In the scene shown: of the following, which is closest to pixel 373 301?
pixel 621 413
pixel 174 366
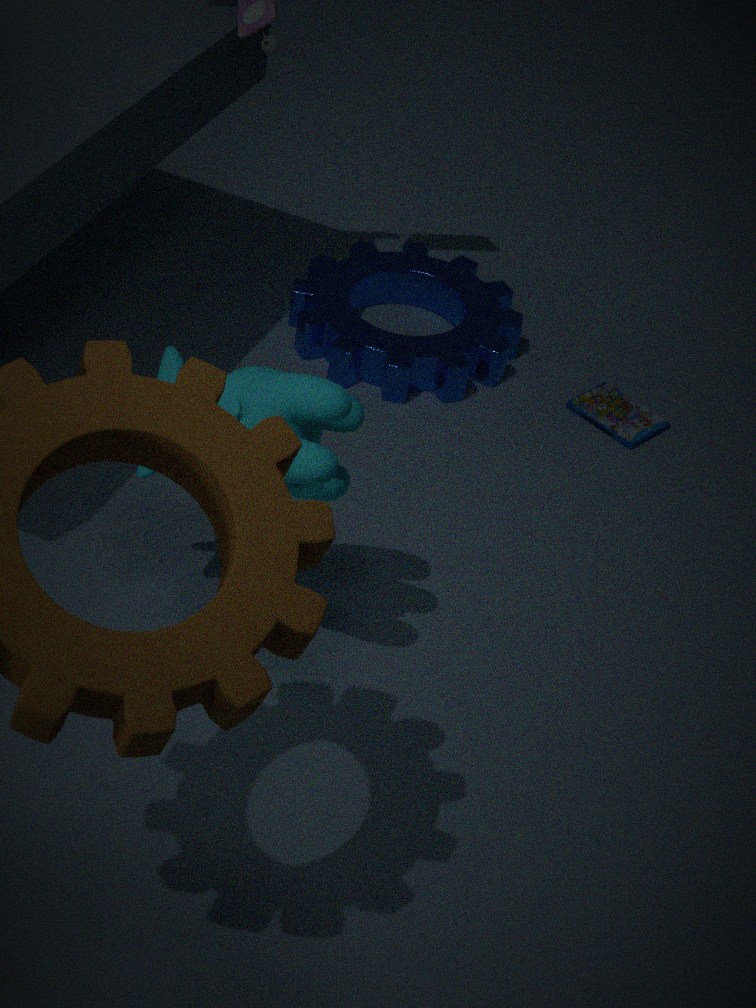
pixel 621 413
